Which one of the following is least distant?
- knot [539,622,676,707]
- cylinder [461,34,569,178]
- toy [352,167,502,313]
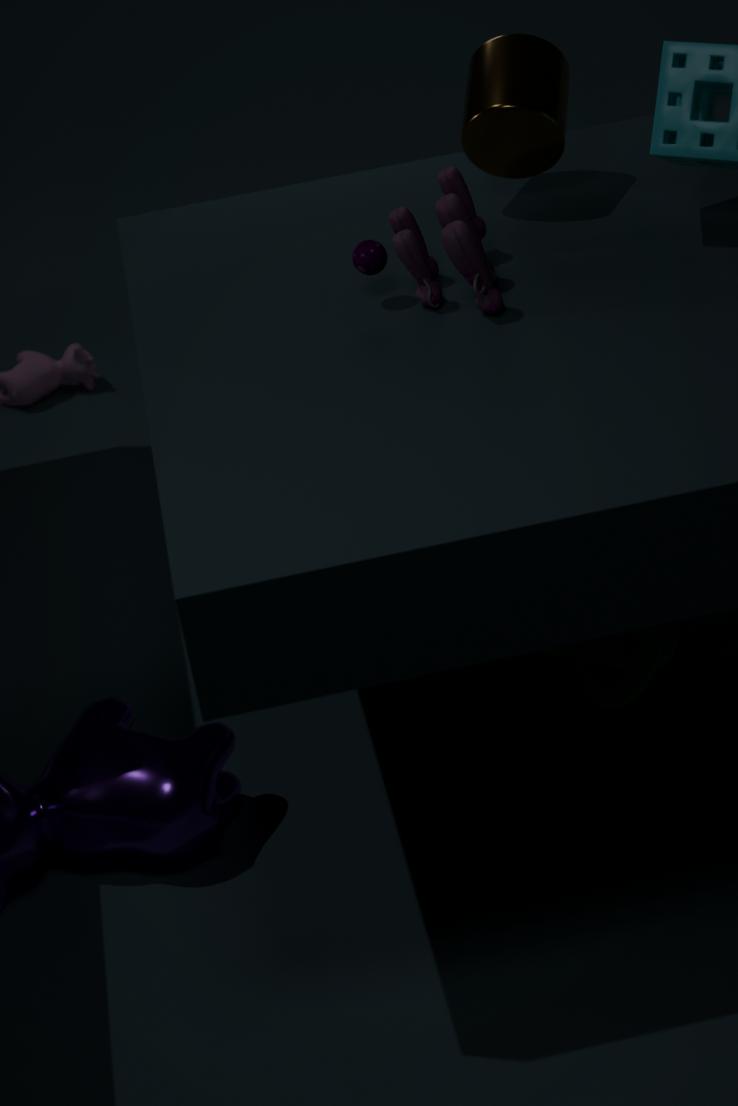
toy [352,167,502,313]
